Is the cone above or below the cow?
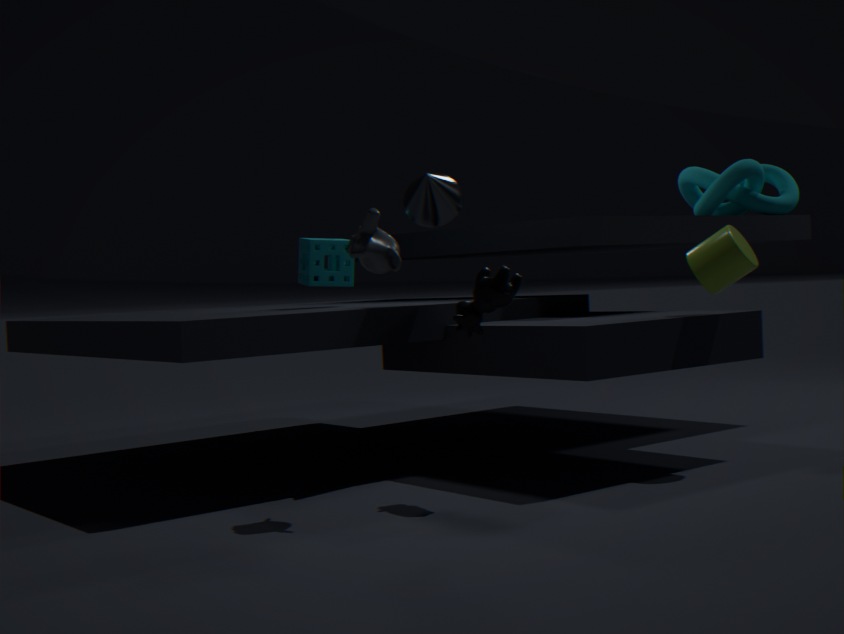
above
